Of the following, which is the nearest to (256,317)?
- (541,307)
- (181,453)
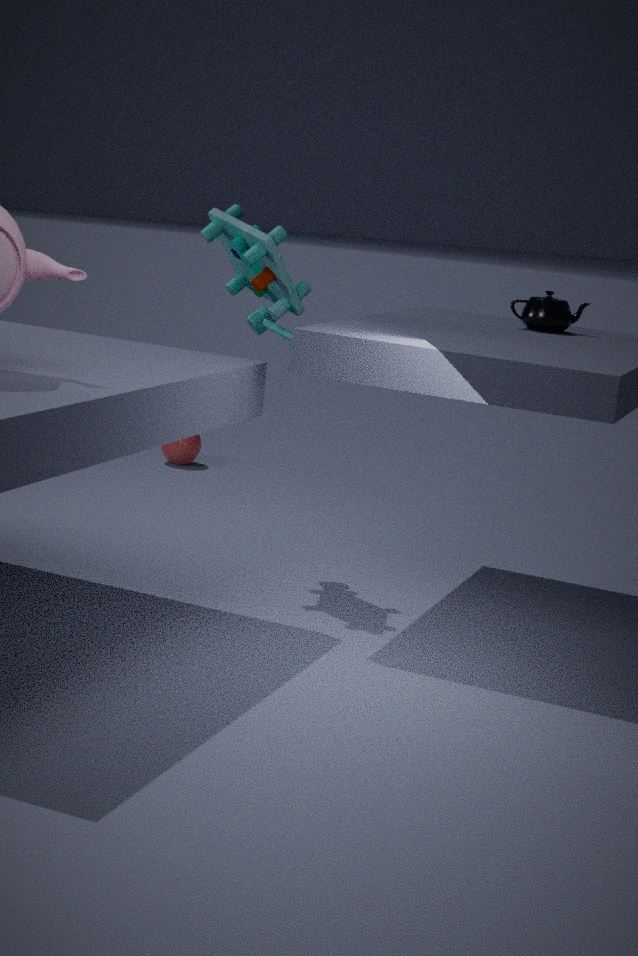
(541,307)
